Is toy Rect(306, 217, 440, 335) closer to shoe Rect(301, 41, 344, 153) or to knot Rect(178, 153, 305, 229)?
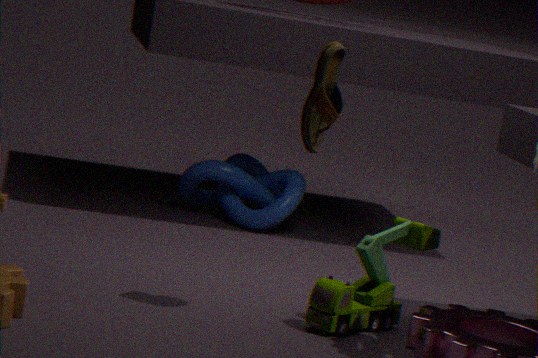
shoe Rect(301, 41, 344, 153)
